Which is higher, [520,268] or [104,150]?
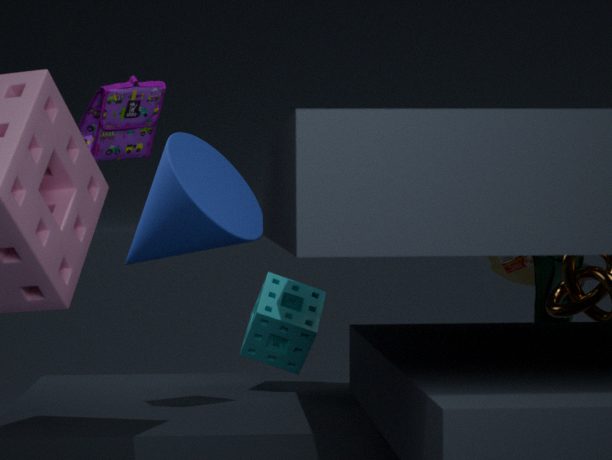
[104,150]
